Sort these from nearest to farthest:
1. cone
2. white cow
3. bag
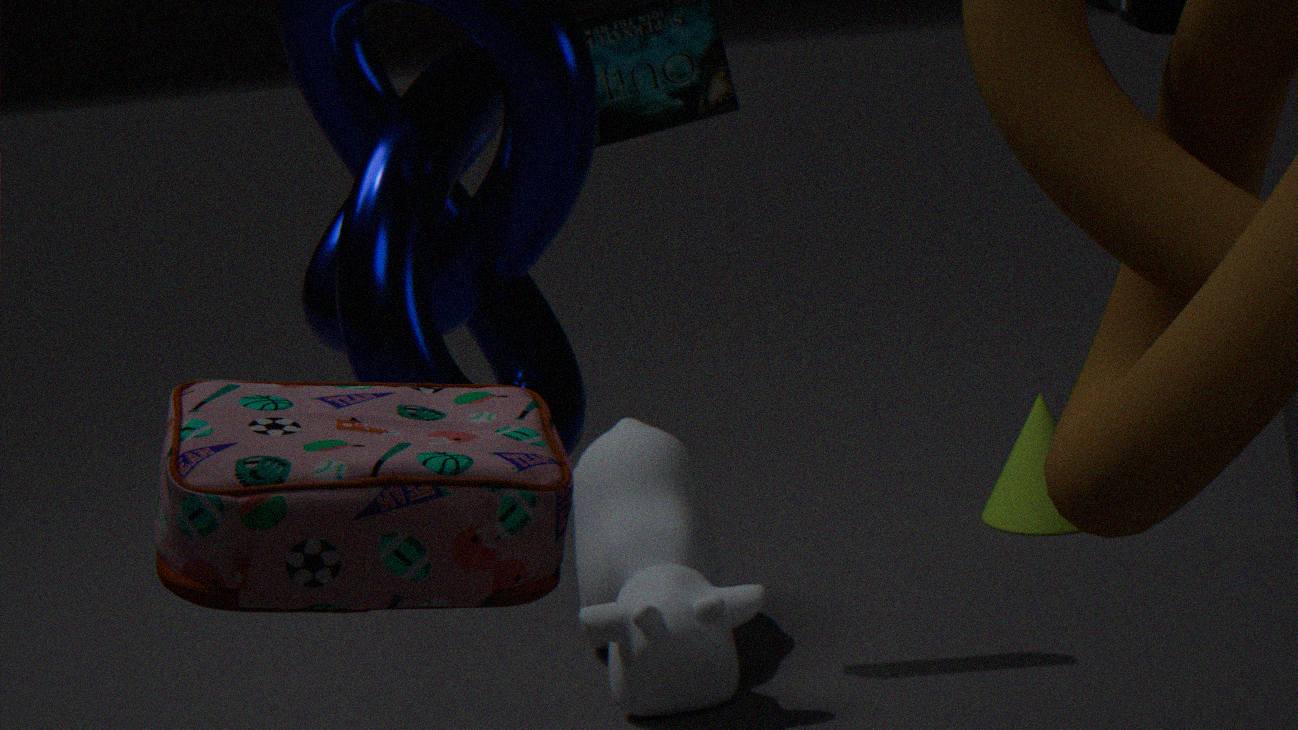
bag < white cow < cone
